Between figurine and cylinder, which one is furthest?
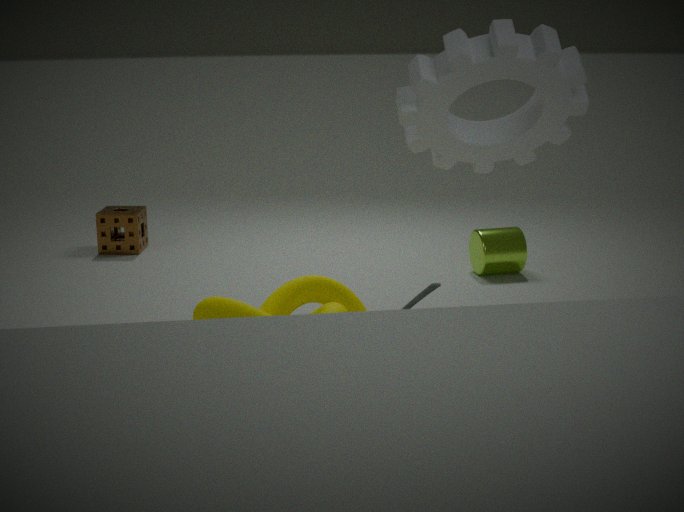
cylinder
